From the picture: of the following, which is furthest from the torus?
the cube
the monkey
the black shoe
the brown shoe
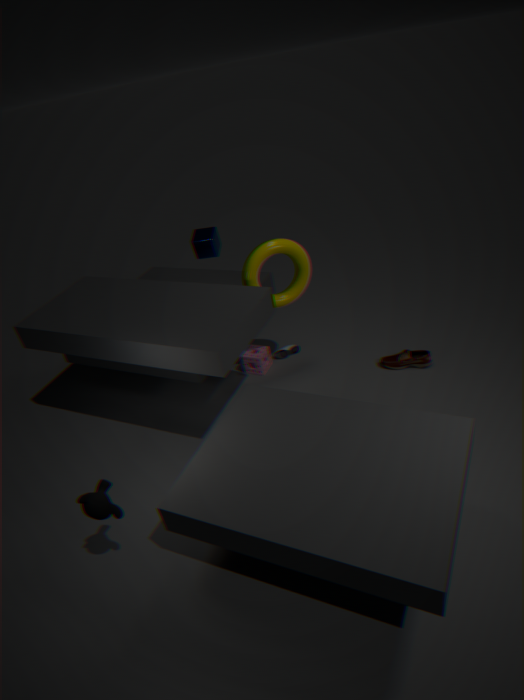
the monkey
